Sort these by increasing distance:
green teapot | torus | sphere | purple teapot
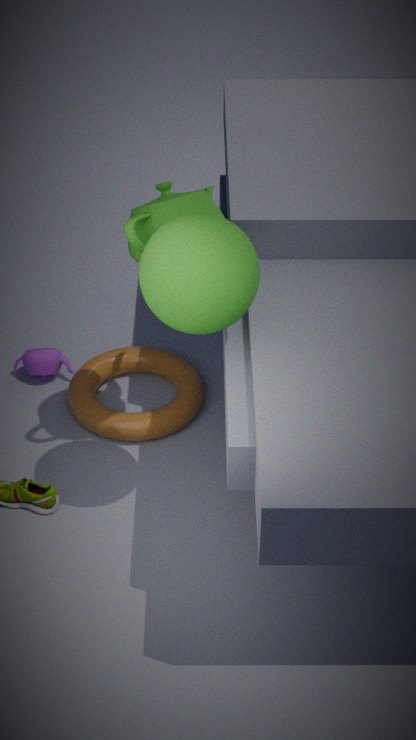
1. sphere
2. green teapot
3. torus
4. purple teapot
